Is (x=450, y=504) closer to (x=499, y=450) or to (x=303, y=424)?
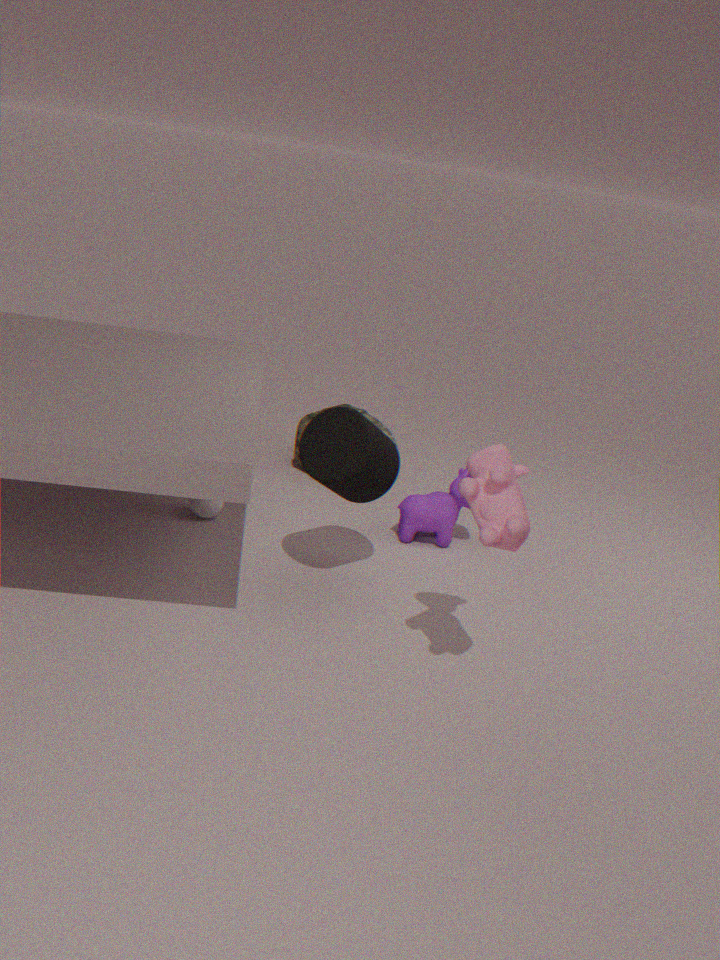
(x=303, y=424)
